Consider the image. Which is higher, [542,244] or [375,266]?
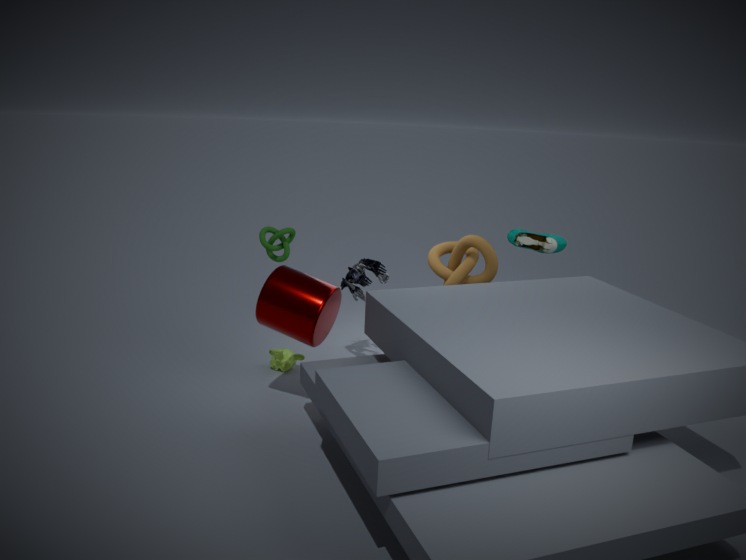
[542,244]
